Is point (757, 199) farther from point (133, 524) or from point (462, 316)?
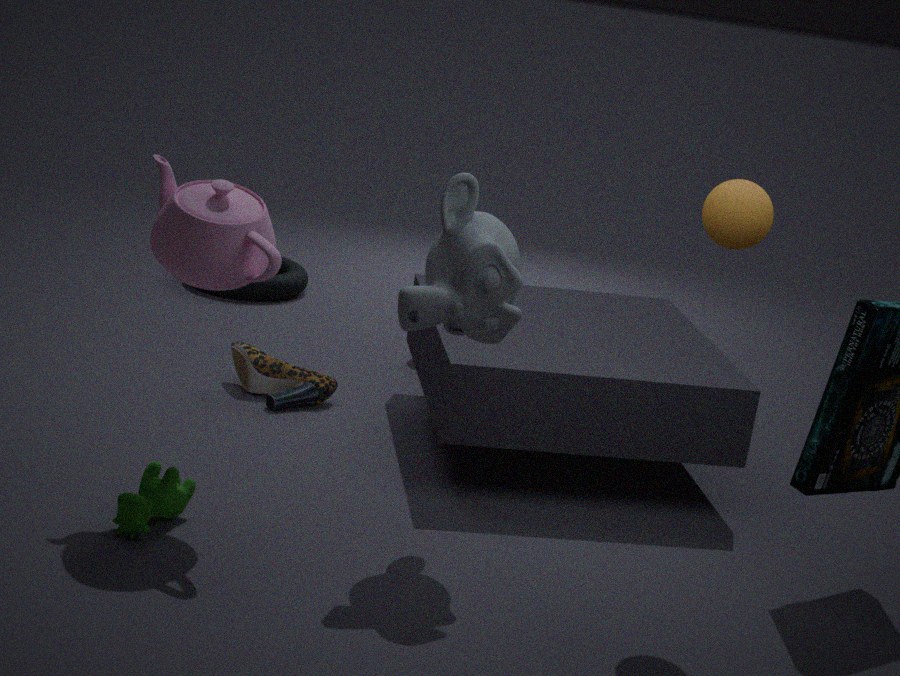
point (133, 524)
